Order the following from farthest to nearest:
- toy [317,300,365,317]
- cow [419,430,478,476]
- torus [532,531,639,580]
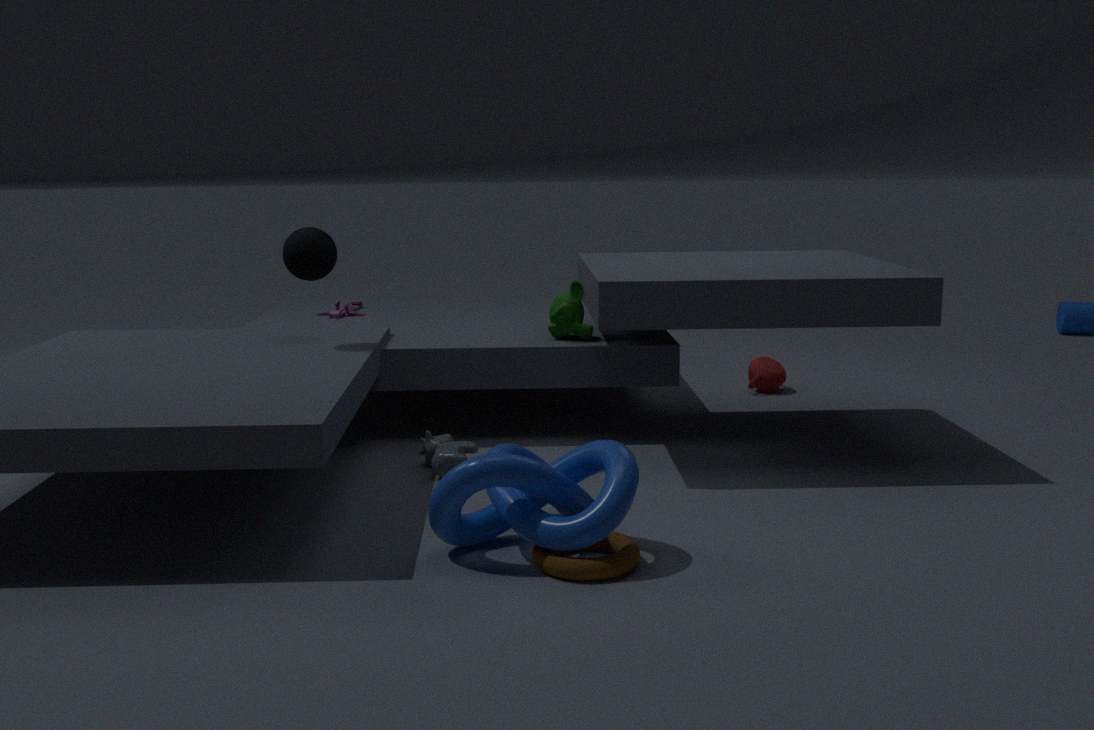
toy [317,300,365,317] → cow [419,430,478,476] → torus [532,531,639,580]
